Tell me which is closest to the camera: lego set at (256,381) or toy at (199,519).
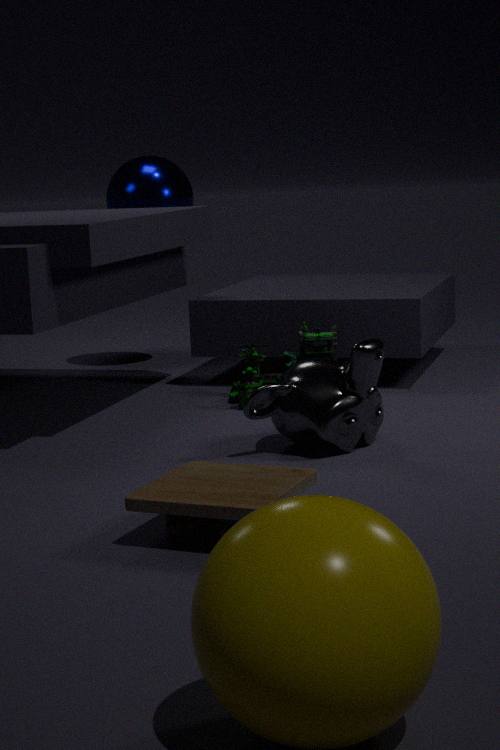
toy at (199,519)
